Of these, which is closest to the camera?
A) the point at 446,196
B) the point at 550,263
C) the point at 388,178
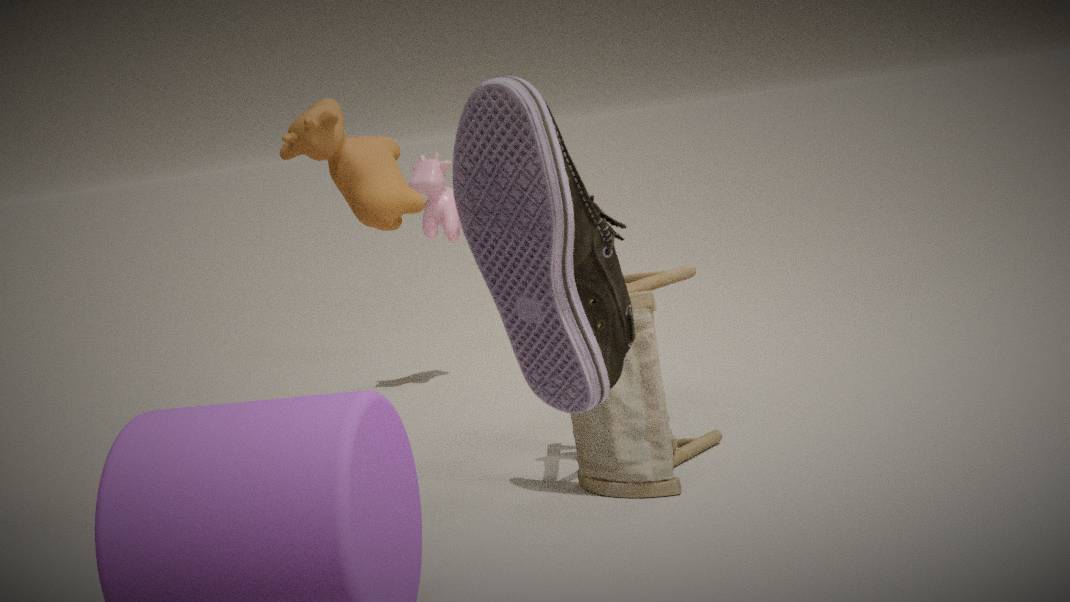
the point at 550,263
